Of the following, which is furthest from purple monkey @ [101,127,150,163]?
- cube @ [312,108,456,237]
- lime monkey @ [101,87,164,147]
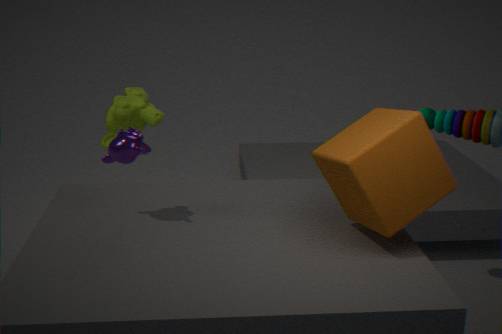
lime monkey @ [101,87,164,147]
